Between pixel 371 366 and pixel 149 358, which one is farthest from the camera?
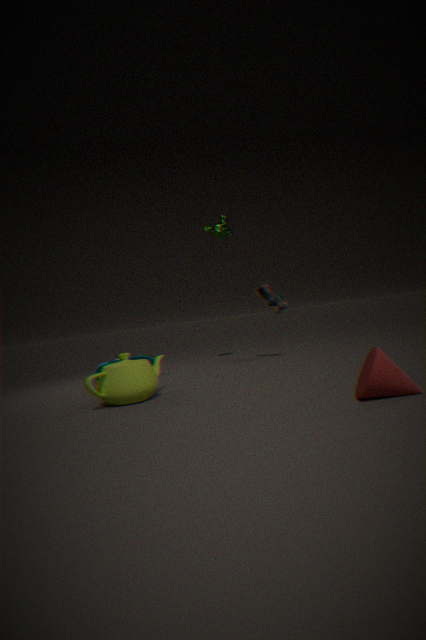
pixel 149 358
